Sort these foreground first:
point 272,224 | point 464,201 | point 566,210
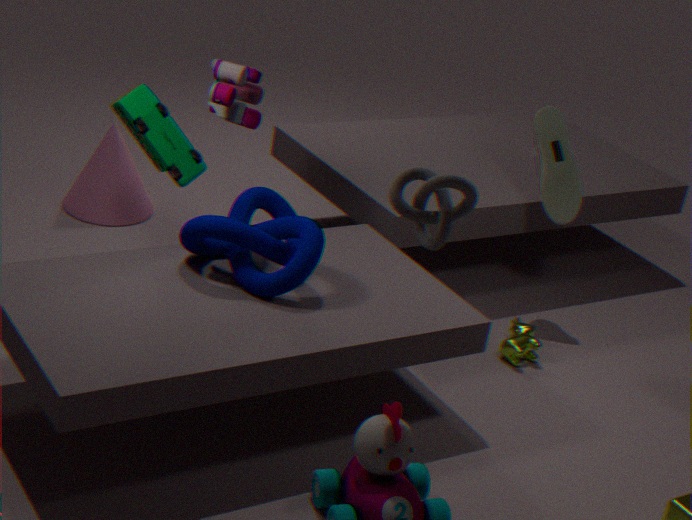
1. point 464,201
2. point 272,224
3. point 566,210
